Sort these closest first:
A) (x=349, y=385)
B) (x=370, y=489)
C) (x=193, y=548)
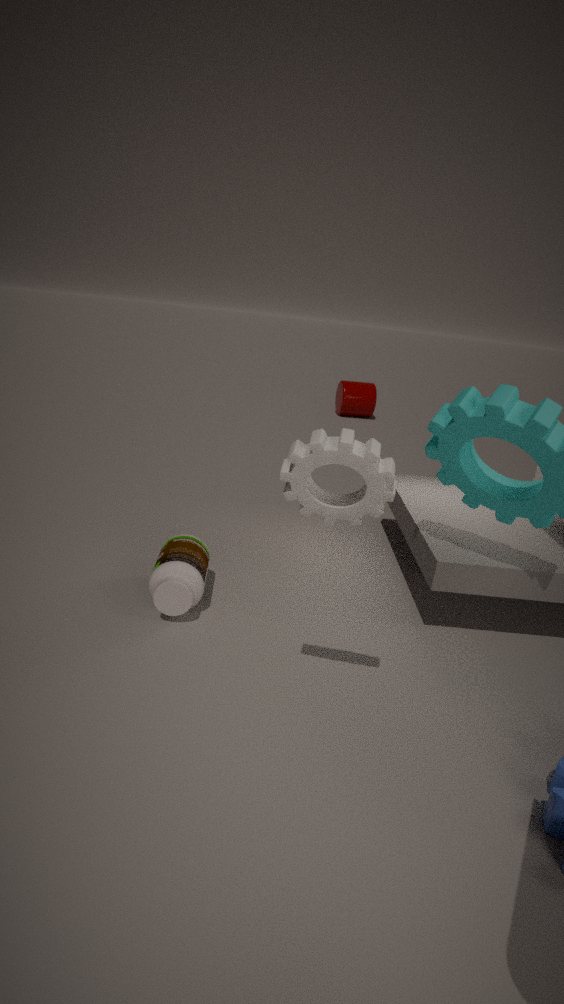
(x=370, y=489) → (x=193, y=548) → (x=349, y=385)
